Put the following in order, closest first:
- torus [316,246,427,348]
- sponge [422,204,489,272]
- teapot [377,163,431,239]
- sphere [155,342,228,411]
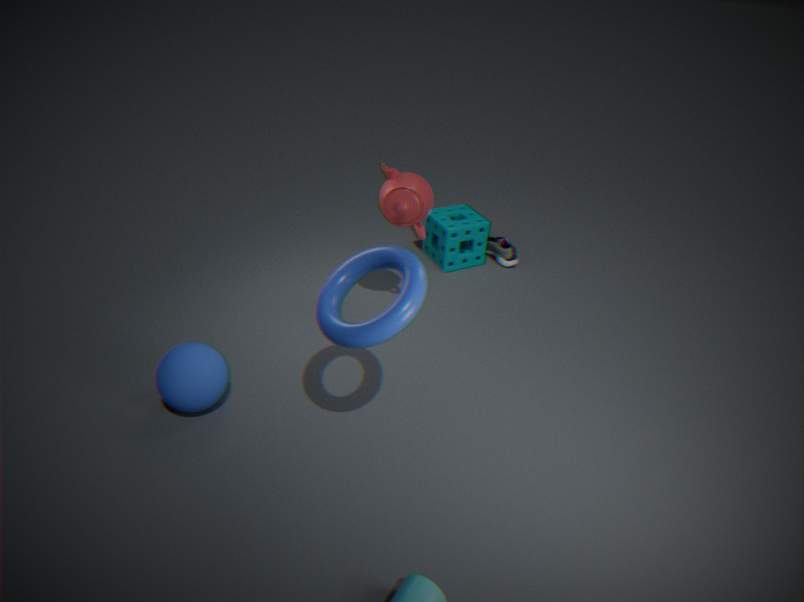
1. torus [316,246,427,348]
2. sphere [155,342,228,411]
3. teapot [377,163,431,239]
4. sponge [422,204,489,272]
